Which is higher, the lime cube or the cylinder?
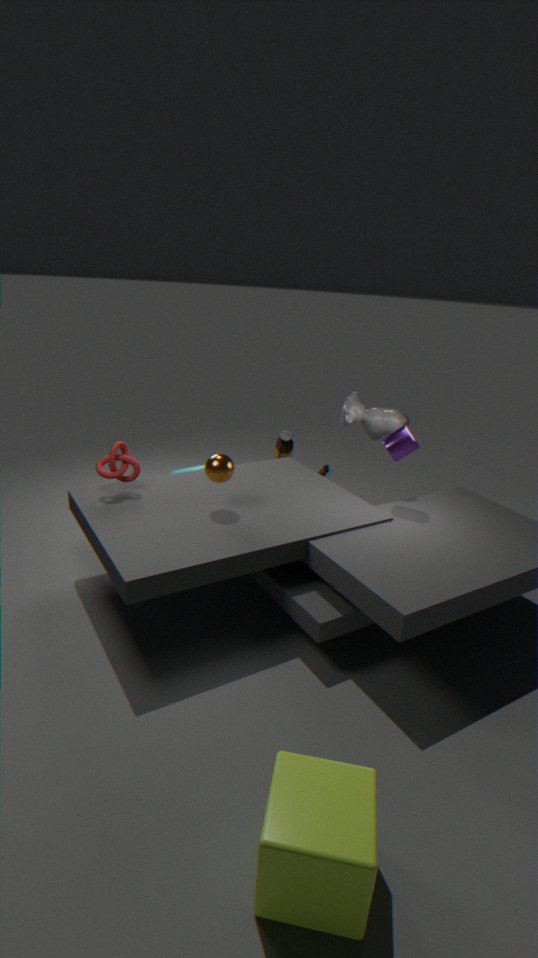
the cylinder
